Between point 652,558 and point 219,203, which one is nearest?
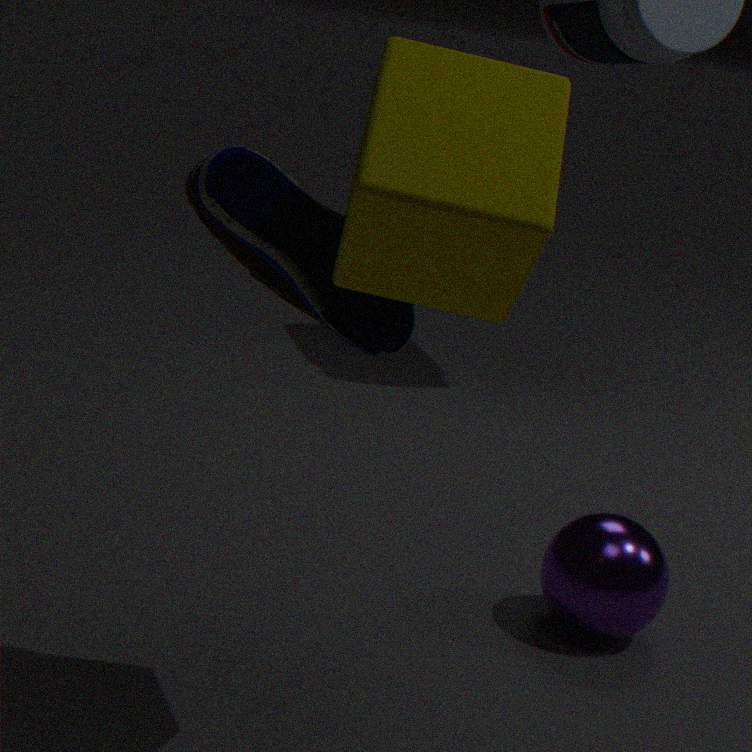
point 219,203
